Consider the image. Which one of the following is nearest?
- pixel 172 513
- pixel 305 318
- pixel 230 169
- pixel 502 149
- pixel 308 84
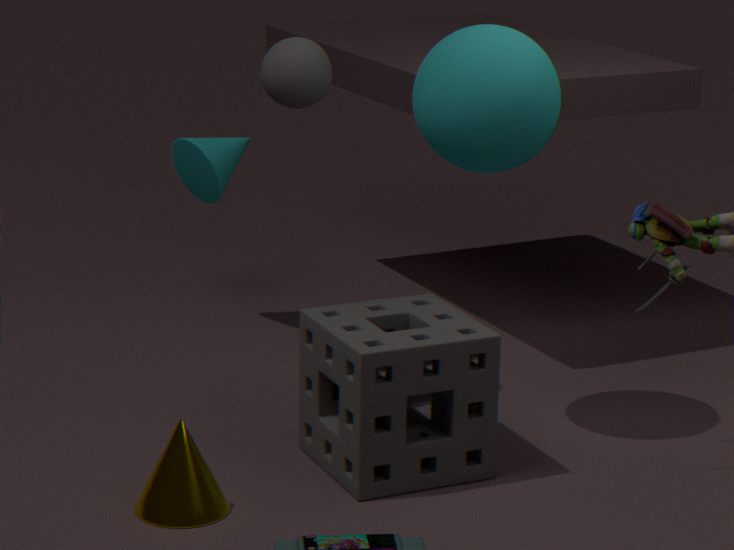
pixel 172 513
